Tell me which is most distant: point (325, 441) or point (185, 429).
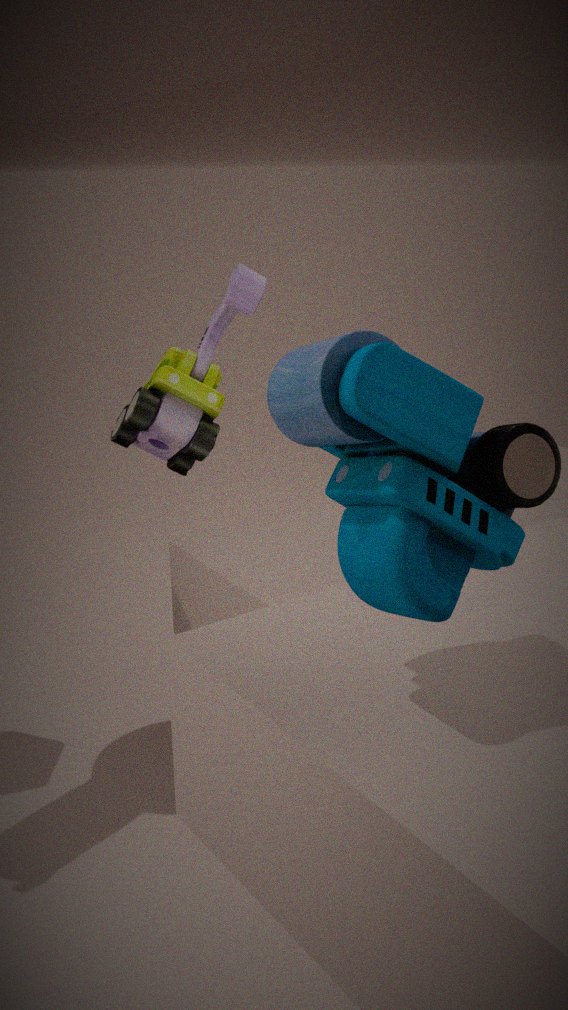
point (185, 429)
